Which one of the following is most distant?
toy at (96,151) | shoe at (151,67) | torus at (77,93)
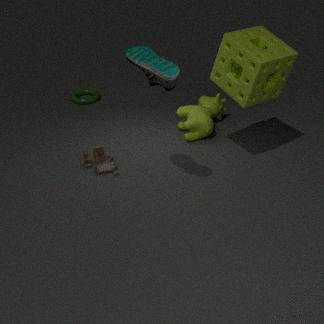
torus at (77,93)
